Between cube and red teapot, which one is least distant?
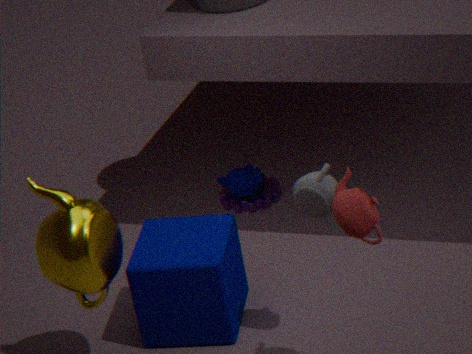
red teapot
